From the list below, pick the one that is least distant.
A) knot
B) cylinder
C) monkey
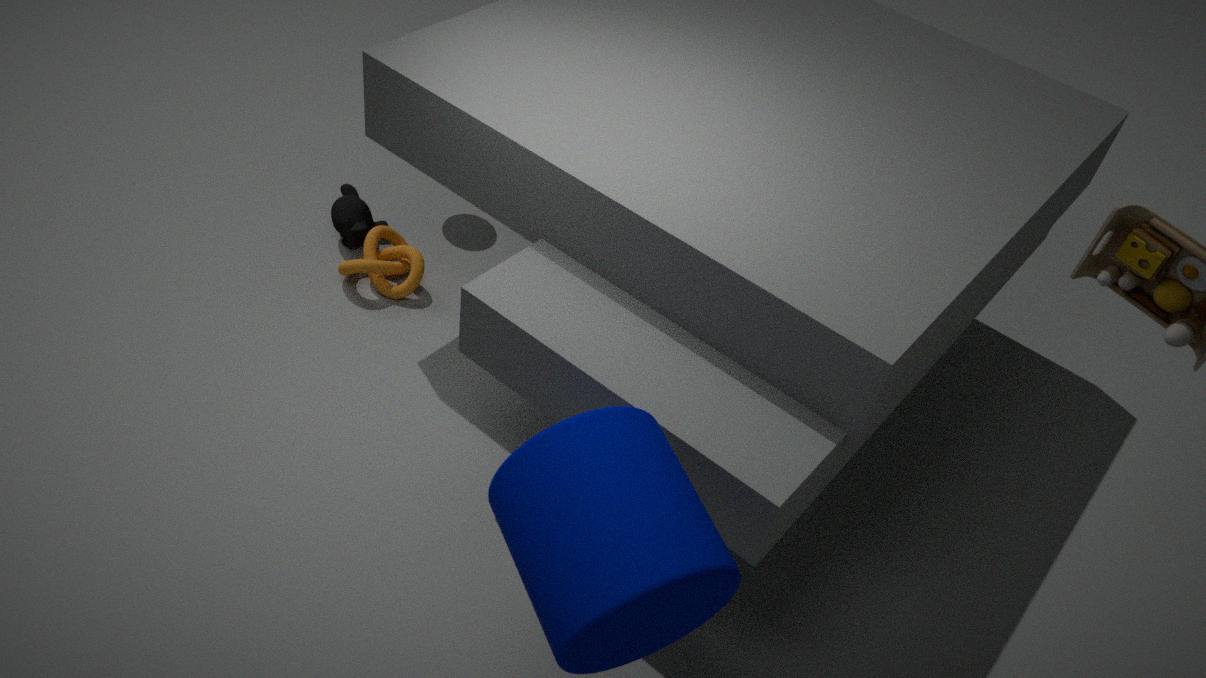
cylinder
